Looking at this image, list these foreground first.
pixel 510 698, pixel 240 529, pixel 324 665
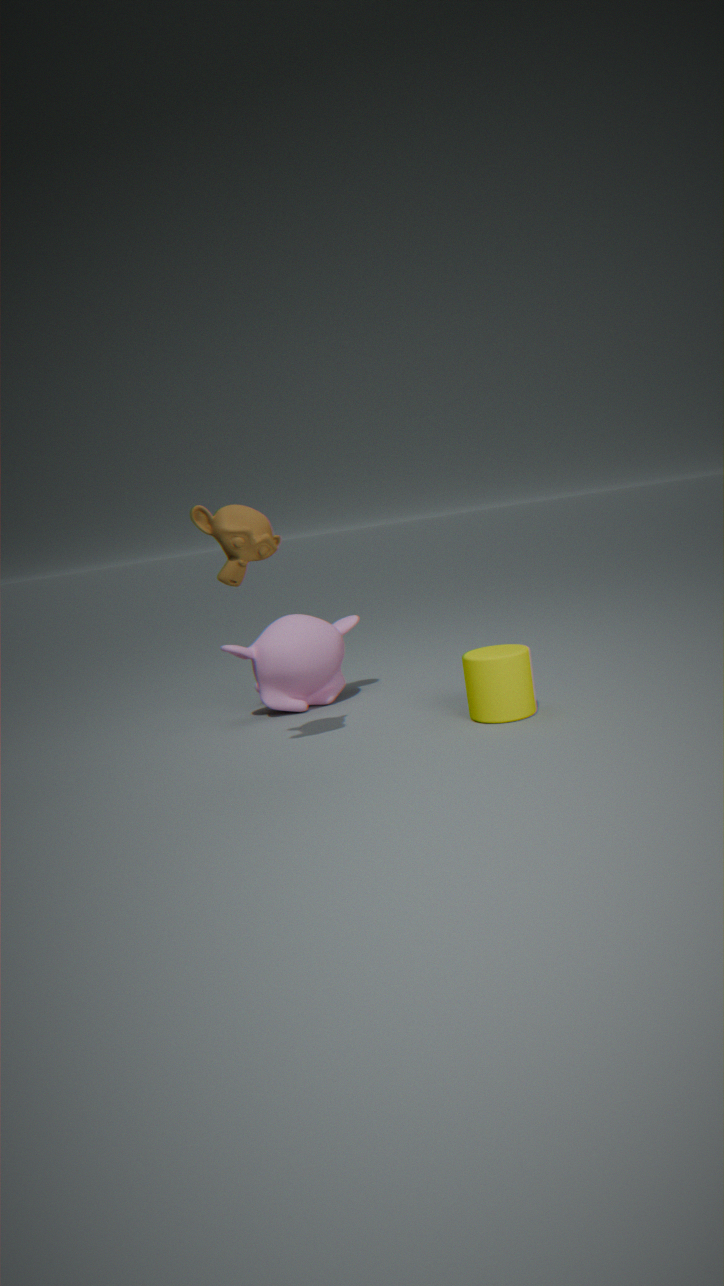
pixel 240 529 → pixel 510 698 → pixel 324 665
